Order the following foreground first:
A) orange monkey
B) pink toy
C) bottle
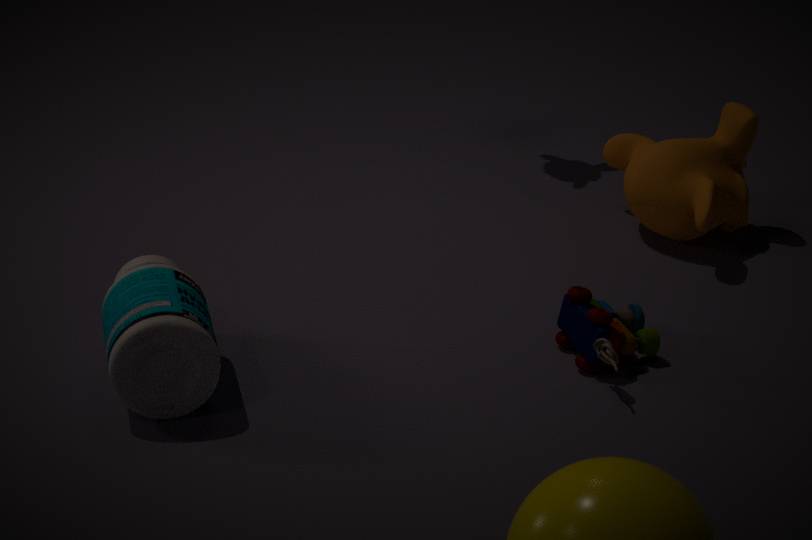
bottle < pink toy < orange monkey
